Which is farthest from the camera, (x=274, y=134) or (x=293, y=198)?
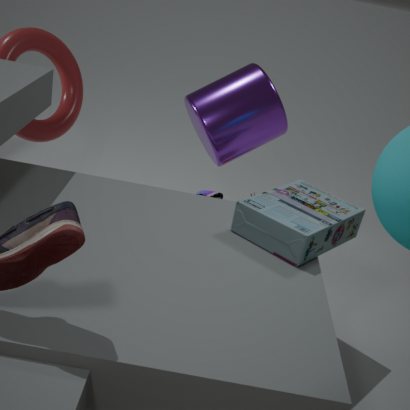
(x=274, y=134)
